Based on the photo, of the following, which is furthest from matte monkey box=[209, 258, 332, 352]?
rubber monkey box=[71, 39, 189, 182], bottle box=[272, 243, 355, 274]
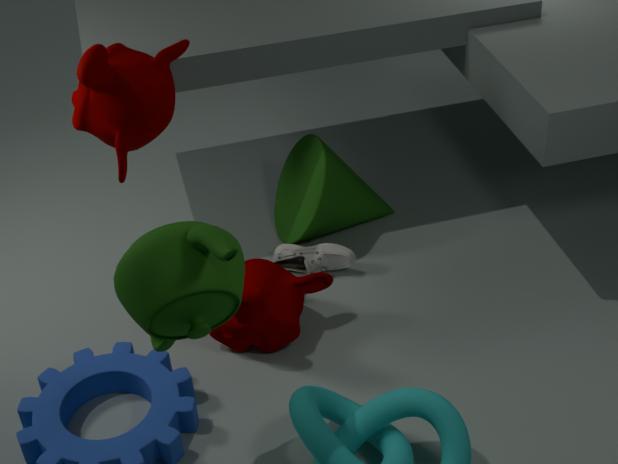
rubber monkey box=[71, 39, 189, 182]
